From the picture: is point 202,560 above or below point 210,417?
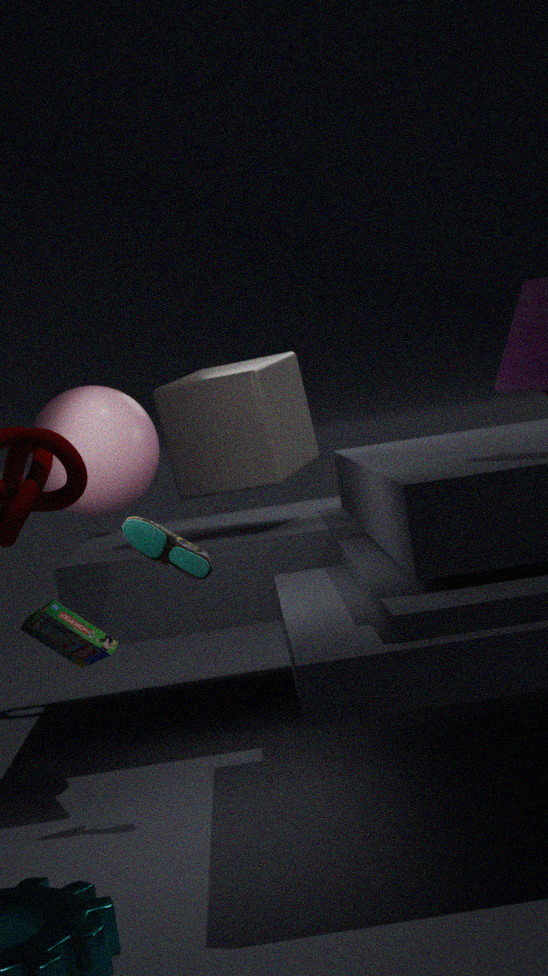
below
